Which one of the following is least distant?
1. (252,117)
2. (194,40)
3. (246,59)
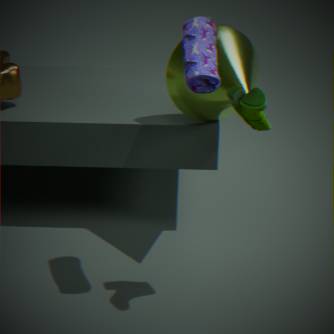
(252,117)
